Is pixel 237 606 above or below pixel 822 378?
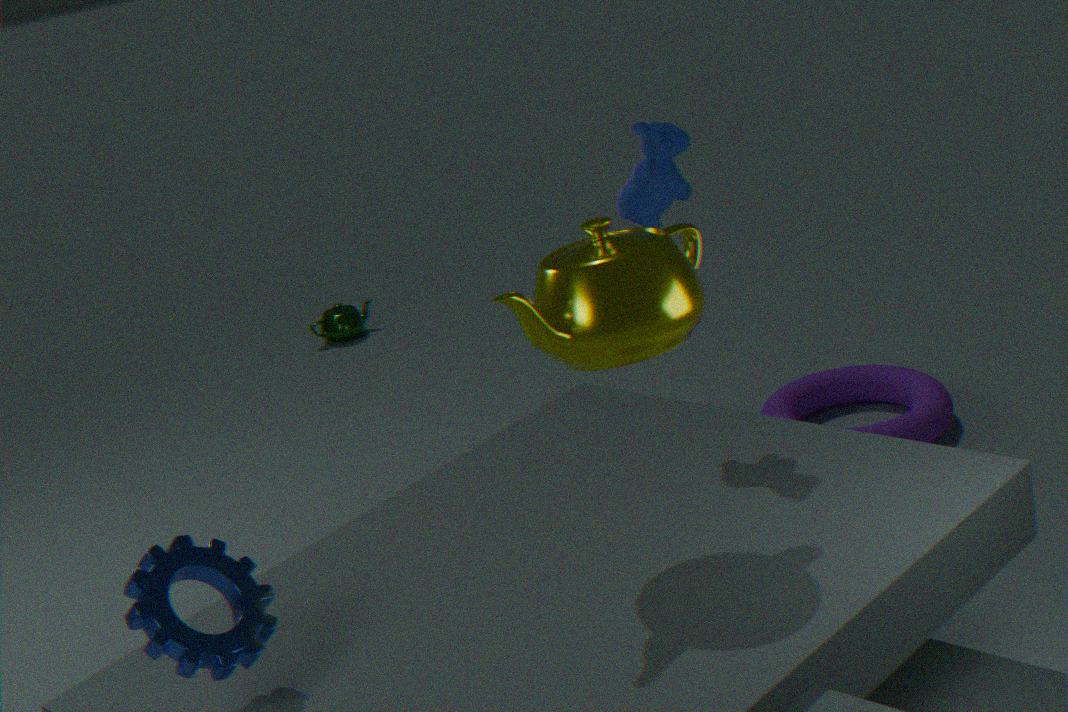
above
